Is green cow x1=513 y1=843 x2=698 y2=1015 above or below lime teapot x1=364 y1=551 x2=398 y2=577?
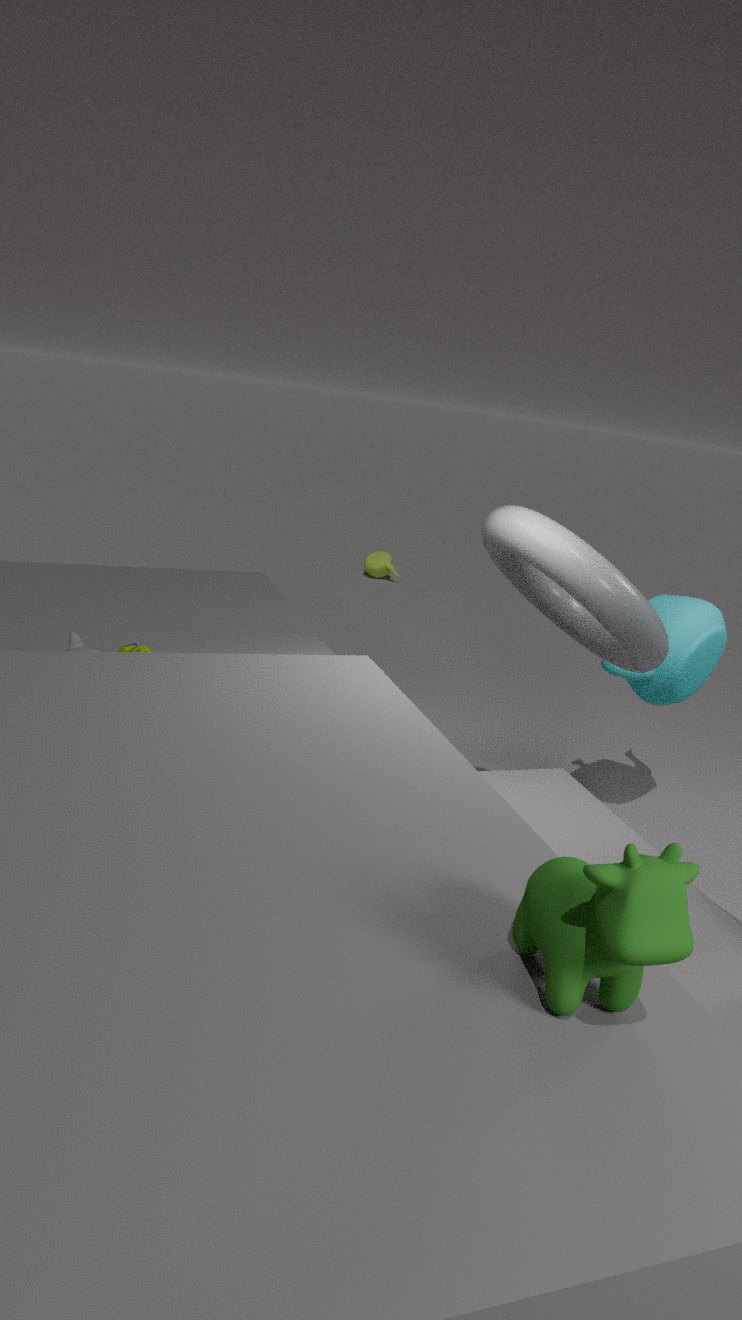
above
